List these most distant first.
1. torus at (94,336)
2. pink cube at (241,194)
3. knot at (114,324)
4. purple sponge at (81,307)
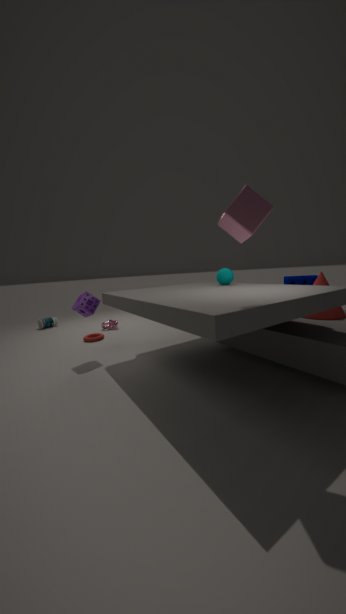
knot at (114,324)
torus at (94,336)
purple sponge at (81,307)
pink cube at (241,194)
